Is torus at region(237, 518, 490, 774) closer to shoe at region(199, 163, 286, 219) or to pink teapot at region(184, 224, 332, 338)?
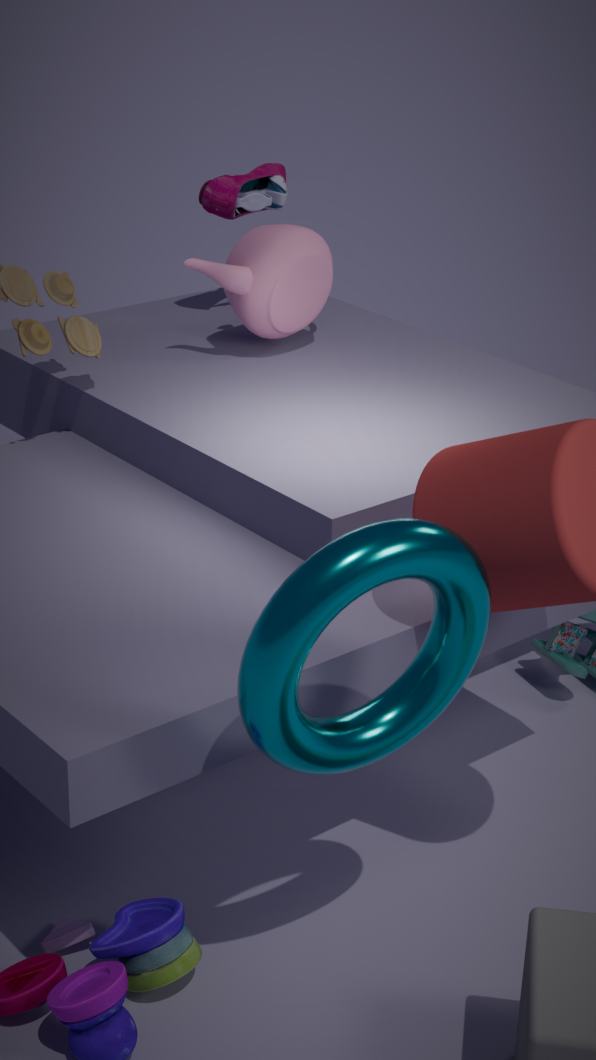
pink teapot at region(184, 224, 332, 338)
